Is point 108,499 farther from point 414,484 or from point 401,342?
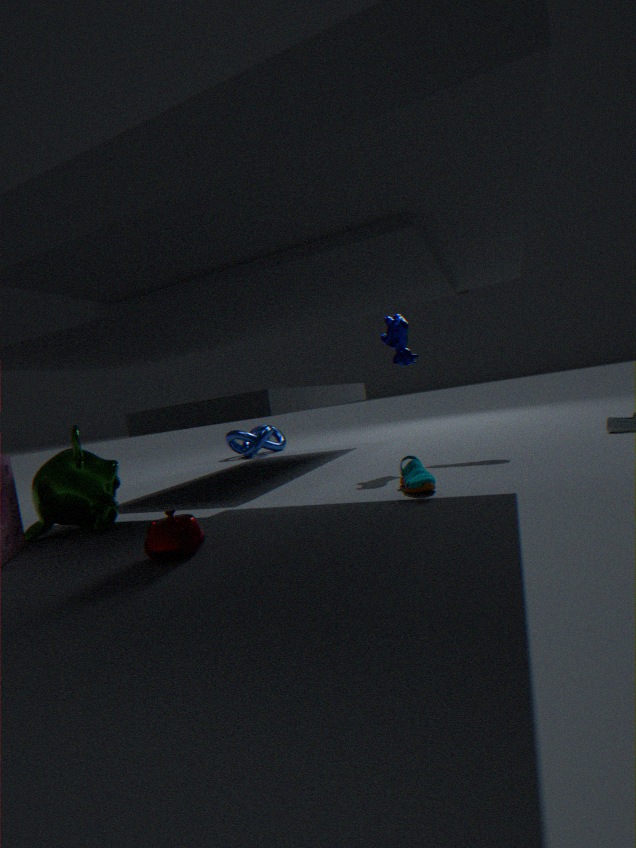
point 401,342
